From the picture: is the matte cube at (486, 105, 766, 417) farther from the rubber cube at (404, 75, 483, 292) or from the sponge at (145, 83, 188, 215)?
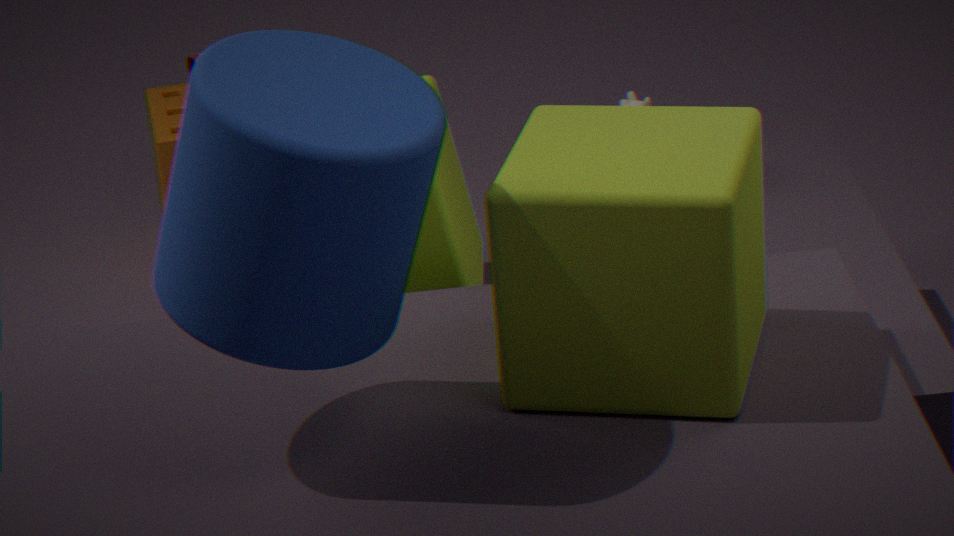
the sponge at (145, 83, 188, 215)
